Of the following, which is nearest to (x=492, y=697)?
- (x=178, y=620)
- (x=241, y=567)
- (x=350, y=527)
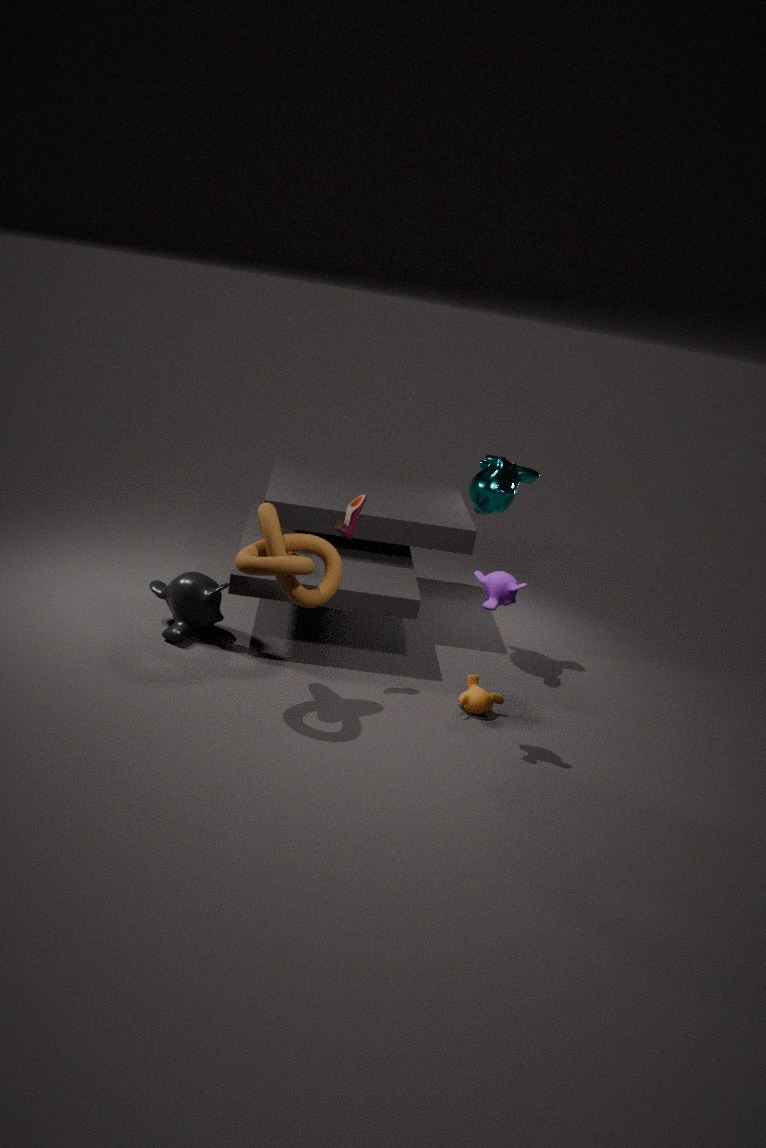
(x=350, y=527)
